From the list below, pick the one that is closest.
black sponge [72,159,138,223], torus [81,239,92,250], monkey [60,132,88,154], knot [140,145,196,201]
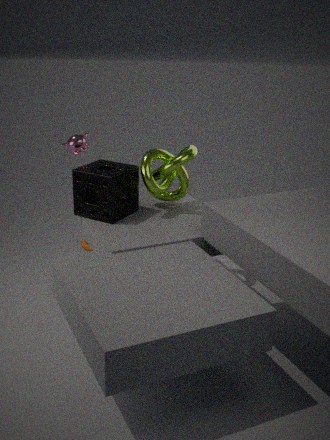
black sponge [72,159,138,223]
